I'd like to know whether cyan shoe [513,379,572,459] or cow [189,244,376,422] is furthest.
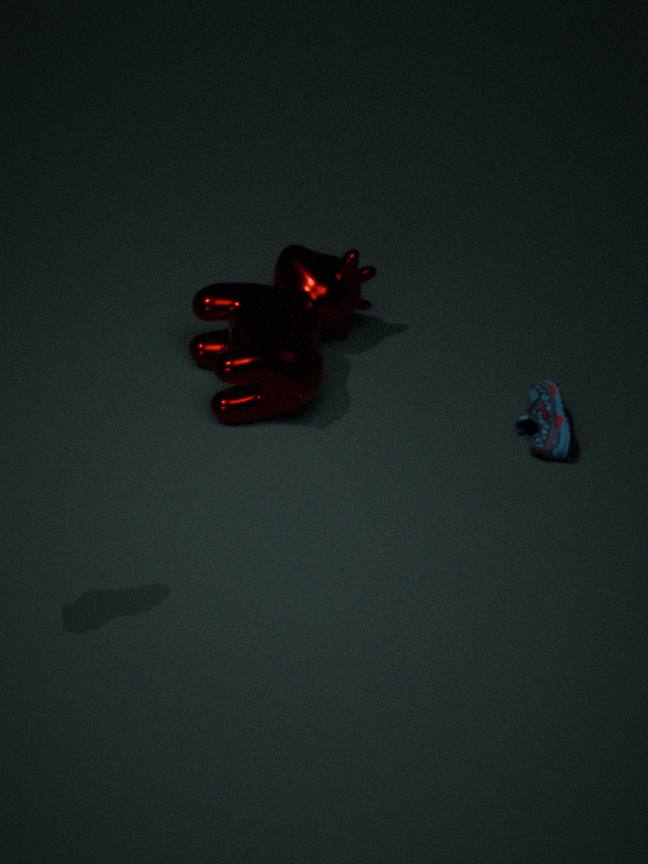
cyan shoe [513,379,572,459]
